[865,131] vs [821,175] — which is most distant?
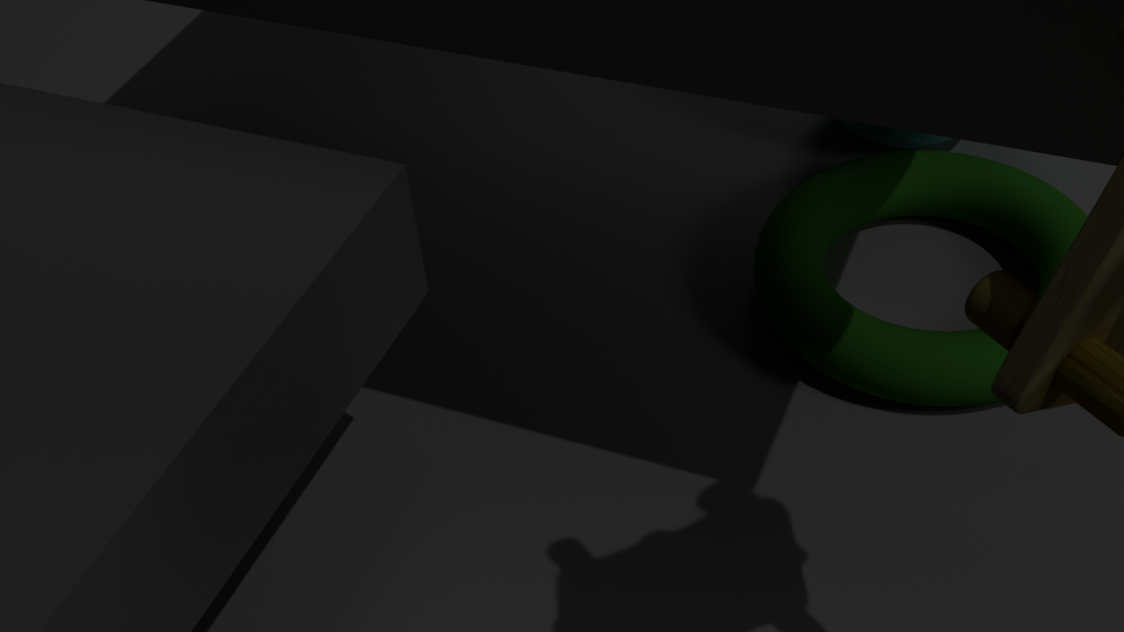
[865,131]
